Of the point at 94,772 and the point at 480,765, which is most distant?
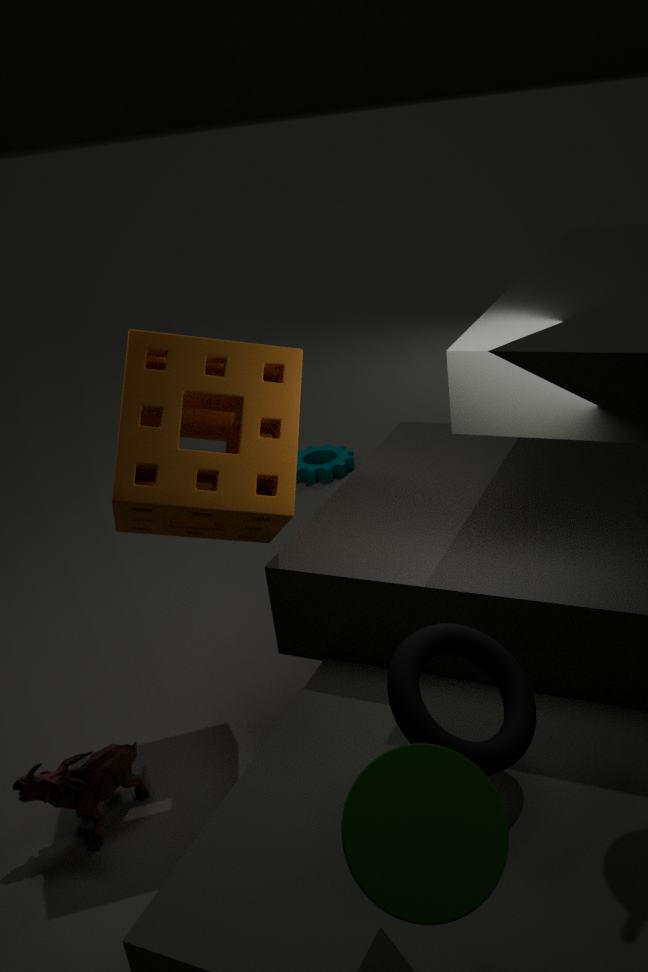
the point at 94,772
